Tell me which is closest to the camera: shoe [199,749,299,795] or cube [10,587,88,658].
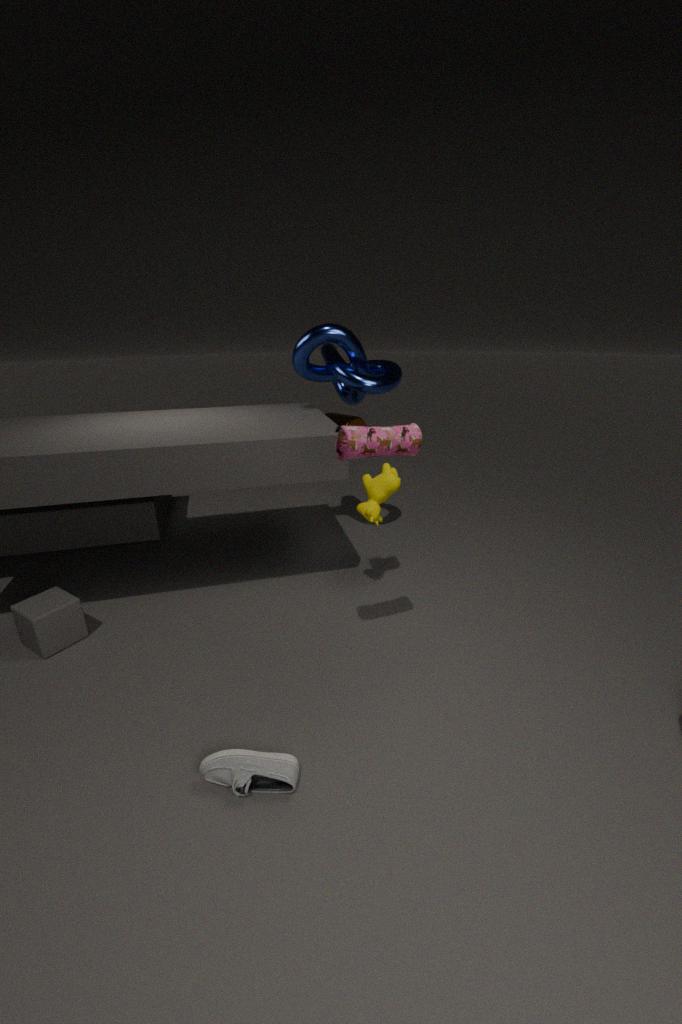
shoe [199,749,299,795]
